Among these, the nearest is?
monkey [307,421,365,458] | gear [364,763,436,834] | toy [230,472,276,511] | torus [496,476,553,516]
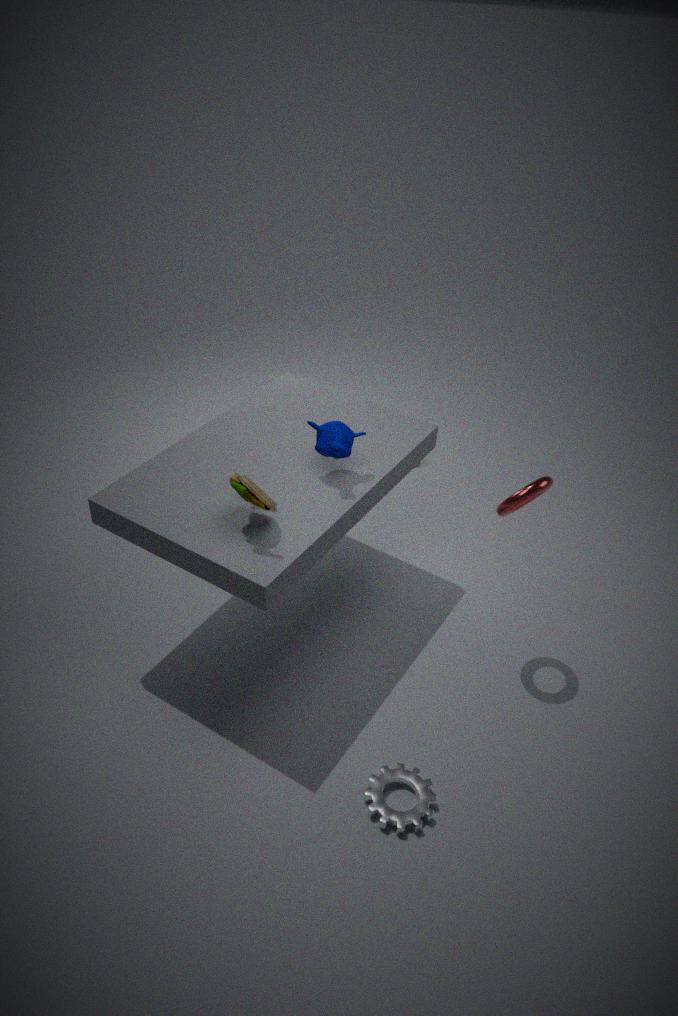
toy [230,472,276,511]
